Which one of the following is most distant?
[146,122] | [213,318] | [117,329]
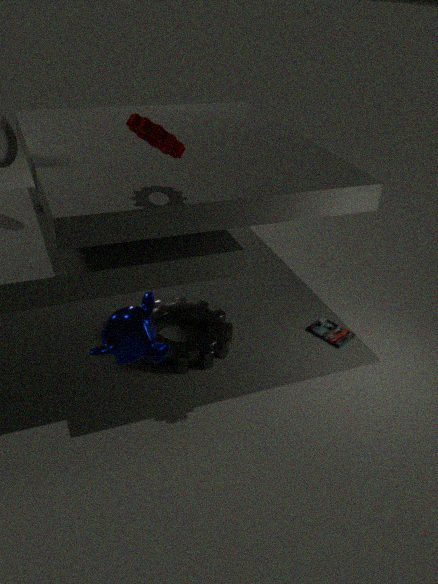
[213,318]
